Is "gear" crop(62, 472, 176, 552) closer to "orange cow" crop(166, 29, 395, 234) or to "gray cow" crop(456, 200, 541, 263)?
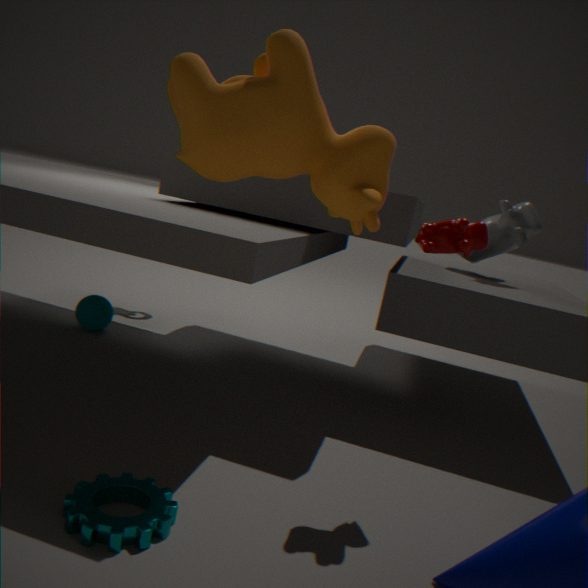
"orange cow" crop(166, 29, 395, 234)
